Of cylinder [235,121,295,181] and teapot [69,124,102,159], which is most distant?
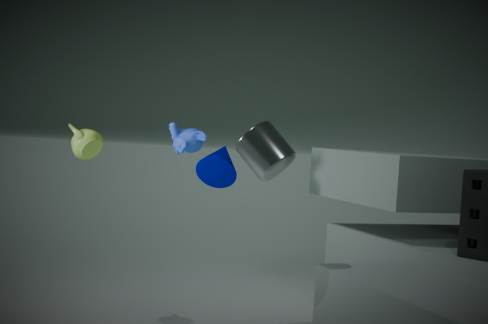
teapot [69,124,102,159]
